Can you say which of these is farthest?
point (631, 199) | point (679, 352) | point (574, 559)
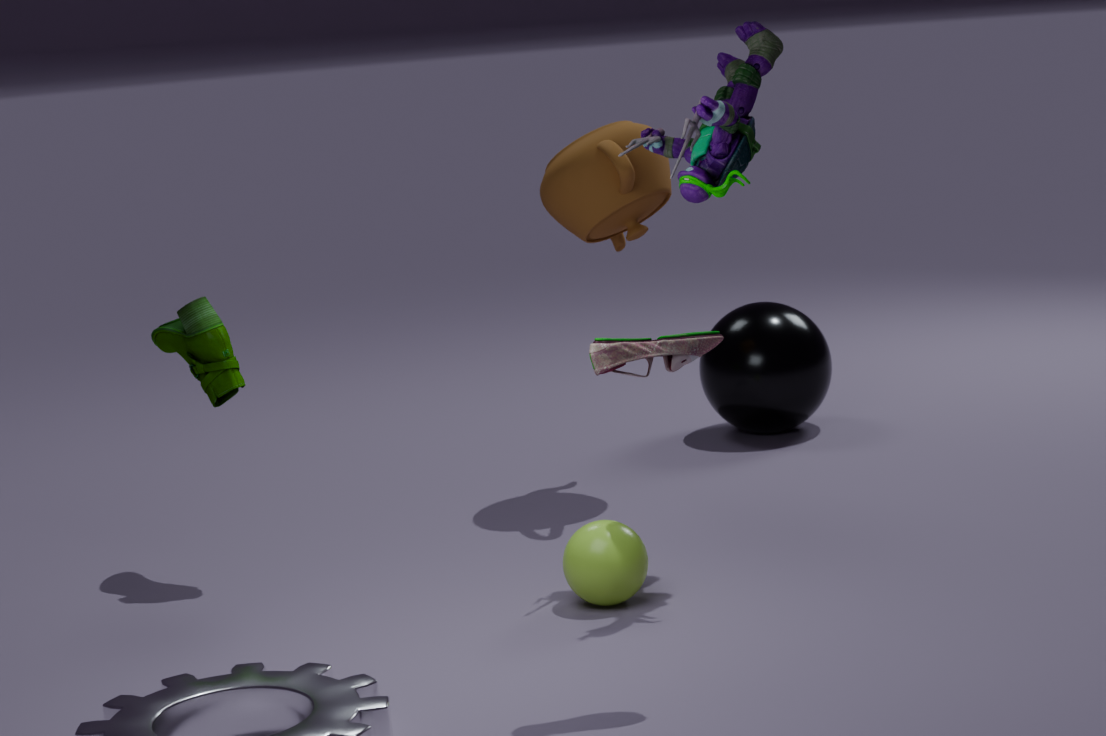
point (631, 199)
